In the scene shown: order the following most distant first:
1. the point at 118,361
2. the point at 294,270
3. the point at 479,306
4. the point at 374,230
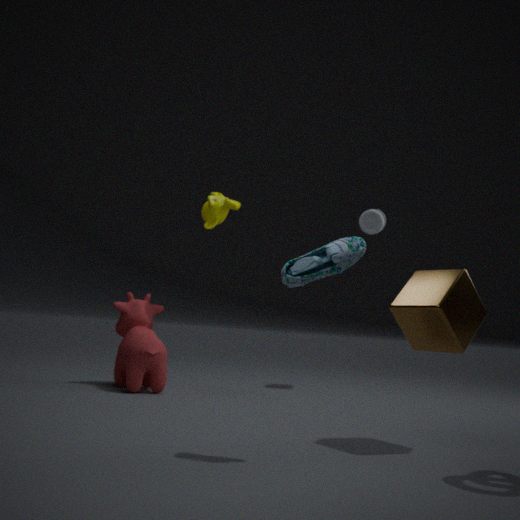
the point at 374,230, the point at 118,361, the point at 479,306, the point at 294,270
